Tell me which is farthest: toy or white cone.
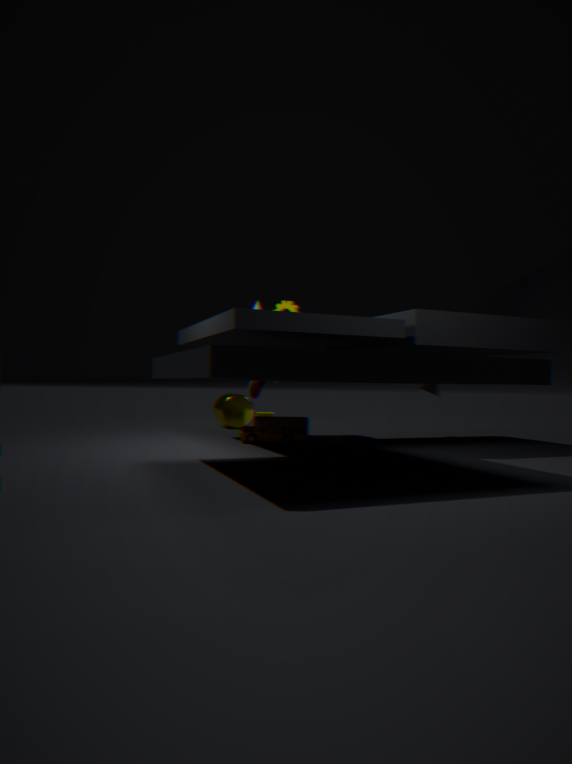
white cone
